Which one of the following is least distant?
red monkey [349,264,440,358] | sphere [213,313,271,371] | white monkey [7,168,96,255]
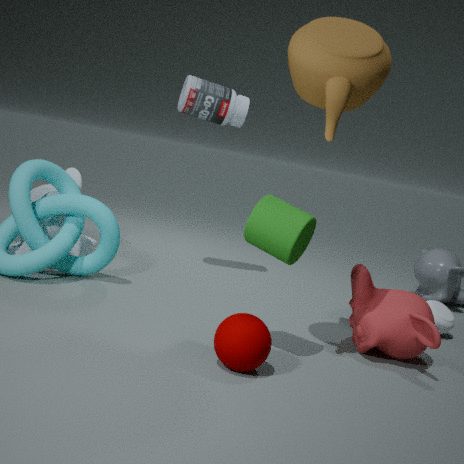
sphere [213,313,271,371]
